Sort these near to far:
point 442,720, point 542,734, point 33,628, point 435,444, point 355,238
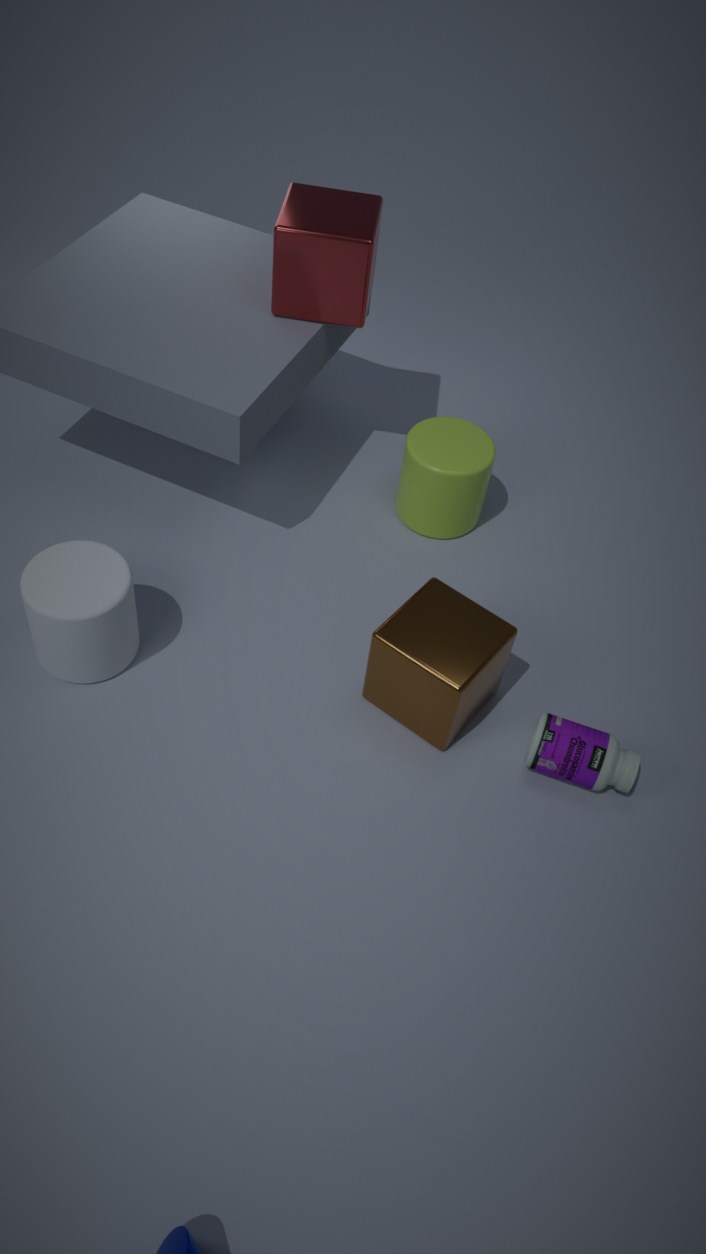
1. point 542,734
2. point 442,720
3. point 33,628
4. point 355,238
5. point 435,444
